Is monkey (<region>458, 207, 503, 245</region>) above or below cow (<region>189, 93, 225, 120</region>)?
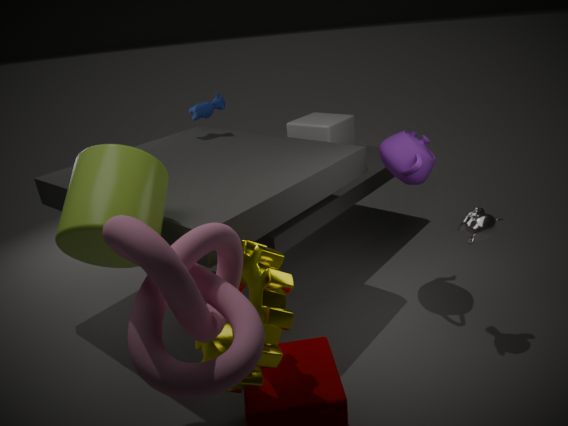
below
